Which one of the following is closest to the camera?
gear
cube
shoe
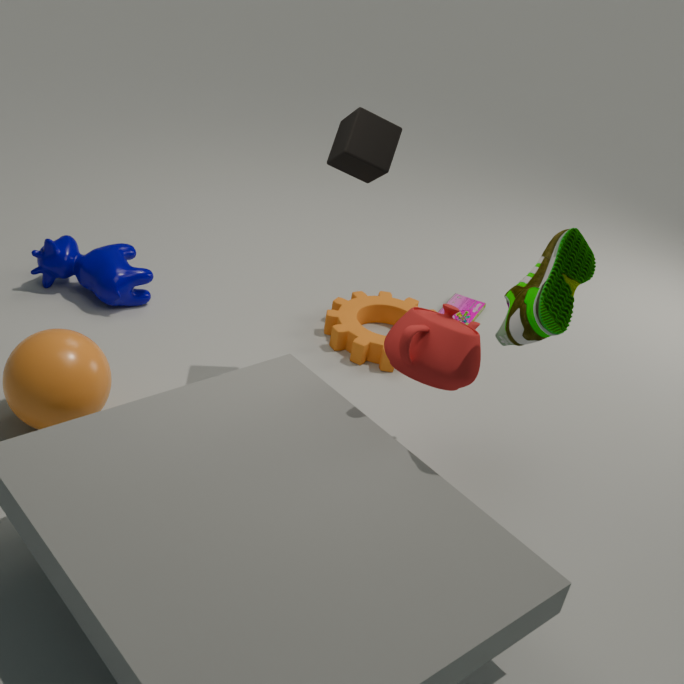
shoe
